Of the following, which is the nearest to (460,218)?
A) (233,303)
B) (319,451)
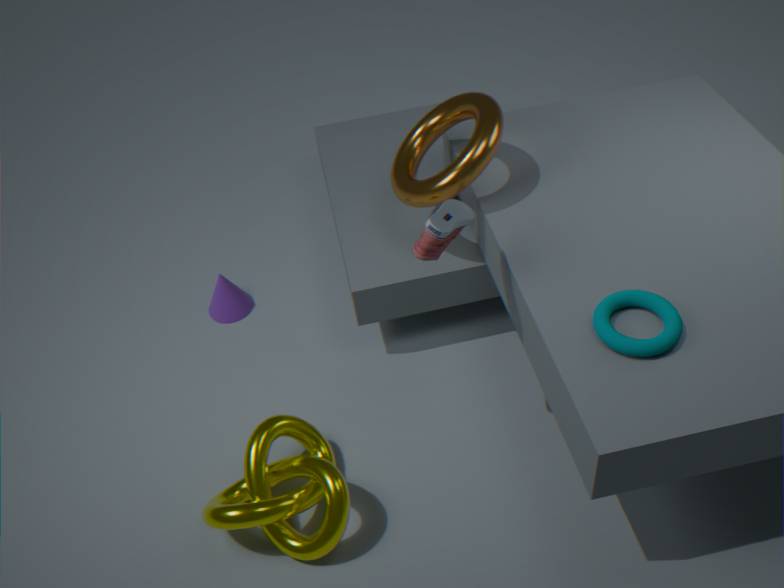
(319,451)
